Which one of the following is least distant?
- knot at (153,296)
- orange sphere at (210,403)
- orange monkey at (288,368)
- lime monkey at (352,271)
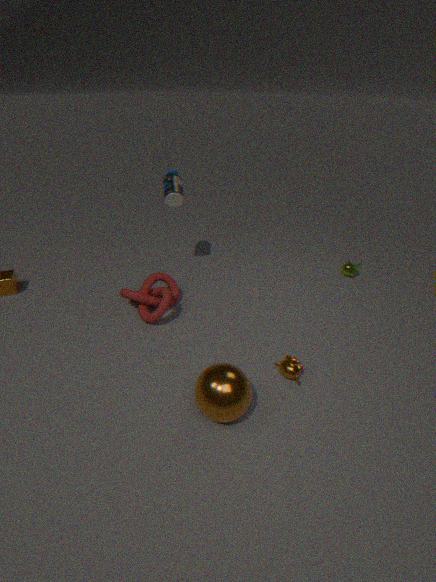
orange sphere at (210,403)
